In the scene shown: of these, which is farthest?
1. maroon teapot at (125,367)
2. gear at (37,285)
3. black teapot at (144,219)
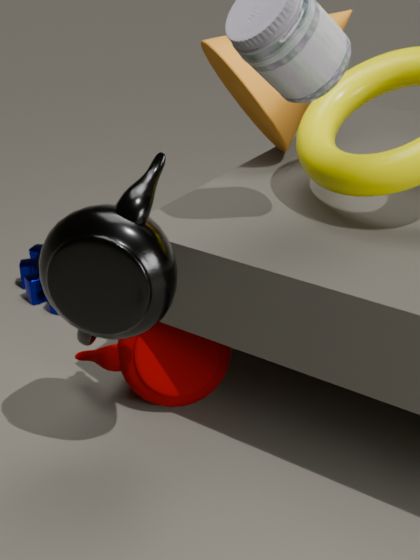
gear at (37,285)
